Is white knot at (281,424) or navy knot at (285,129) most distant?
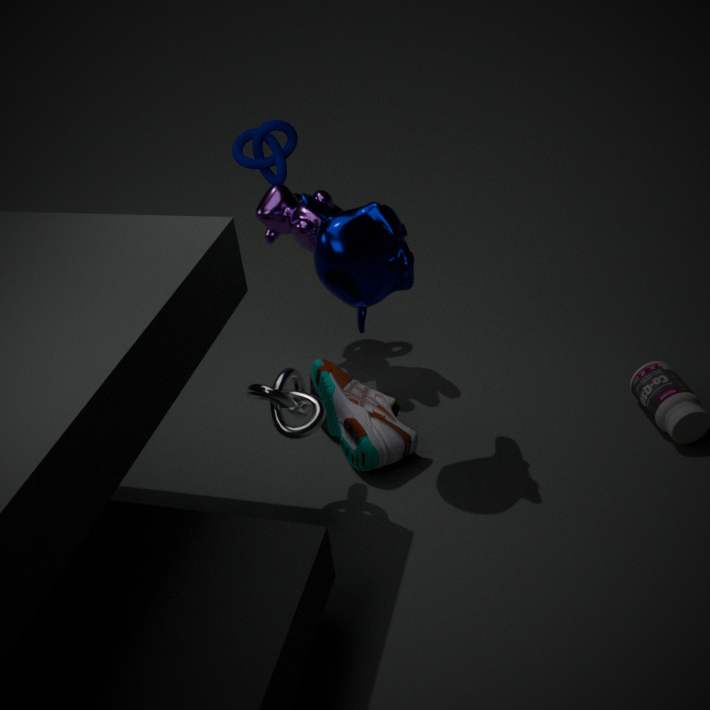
navy knot at (285,129)
